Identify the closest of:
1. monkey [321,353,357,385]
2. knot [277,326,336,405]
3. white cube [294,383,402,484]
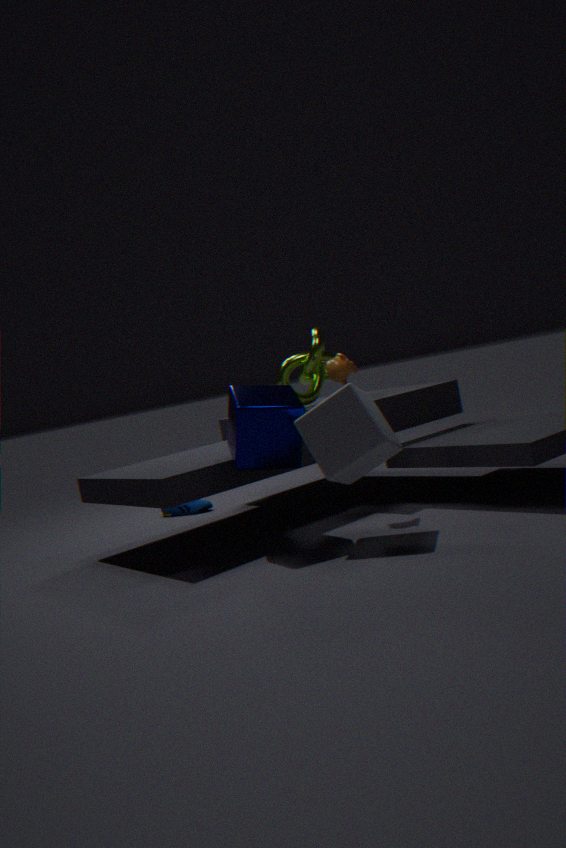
white cube [294,383,402,484]
